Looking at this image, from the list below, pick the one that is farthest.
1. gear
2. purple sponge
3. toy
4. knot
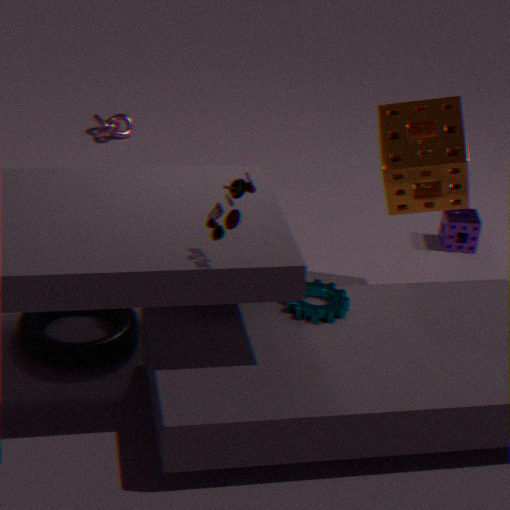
knot
